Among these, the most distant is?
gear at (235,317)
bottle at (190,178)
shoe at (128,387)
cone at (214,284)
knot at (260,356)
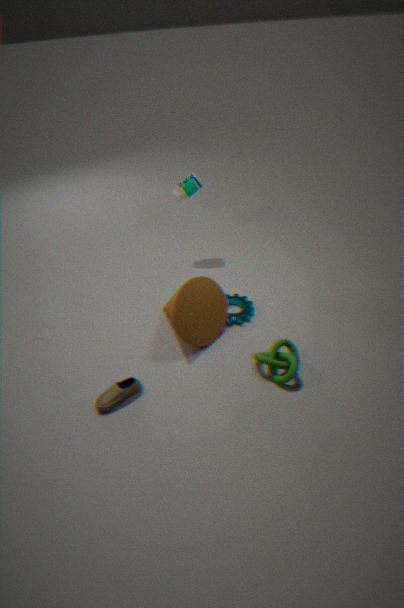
bottle at (190,178)
